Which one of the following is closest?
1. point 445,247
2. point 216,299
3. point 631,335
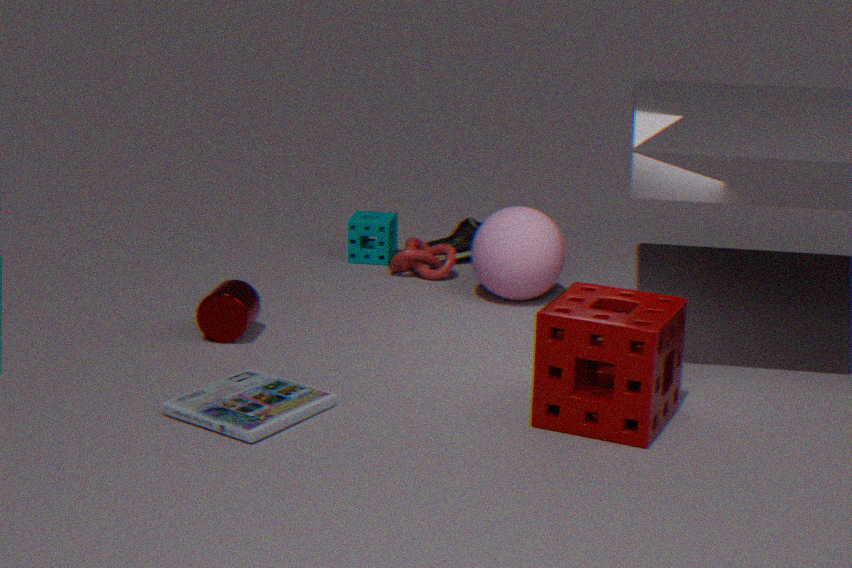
point 631,335
